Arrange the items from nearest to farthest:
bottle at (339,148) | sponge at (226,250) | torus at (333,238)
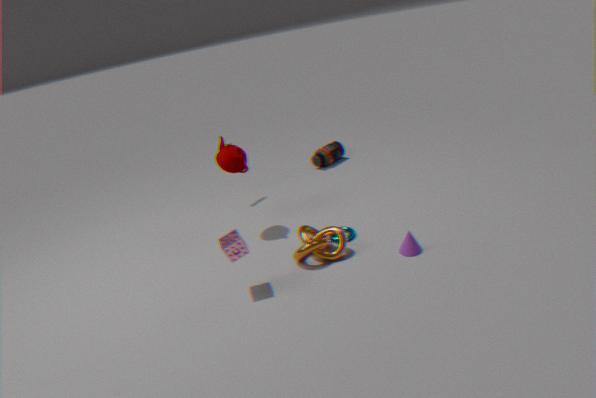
1. sponge at (226,250)
2. torus at (333,238)
3. bottle at (339,148)
